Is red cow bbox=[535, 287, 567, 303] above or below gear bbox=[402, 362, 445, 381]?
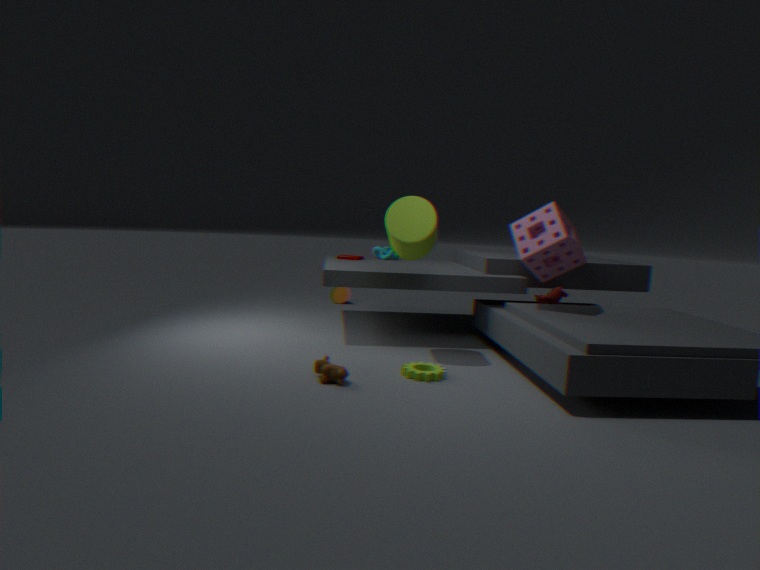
above
